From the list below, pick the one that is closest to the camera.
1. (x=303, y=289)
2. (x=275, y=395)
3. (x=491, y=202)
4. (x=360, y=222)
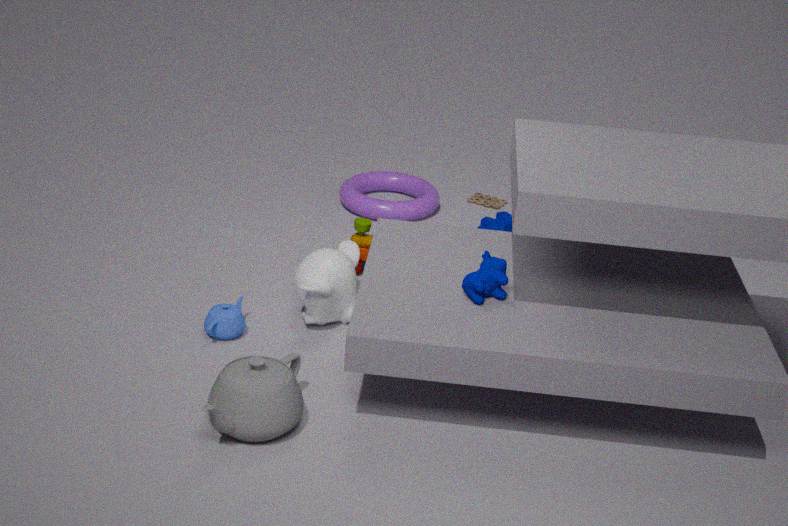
(x=275, y=395)
